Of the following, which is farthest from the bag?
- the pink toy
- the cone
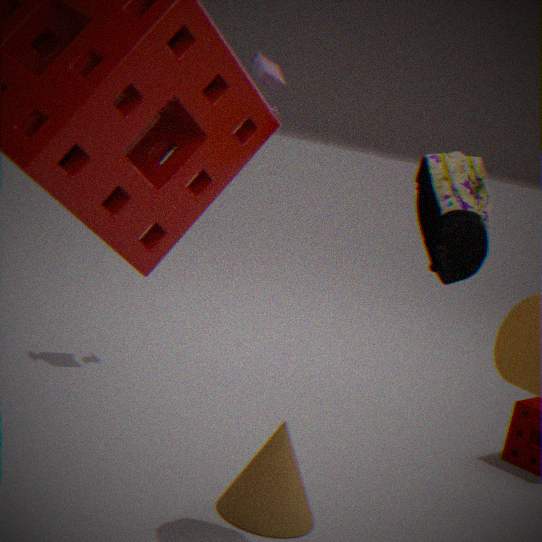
the pink toy
